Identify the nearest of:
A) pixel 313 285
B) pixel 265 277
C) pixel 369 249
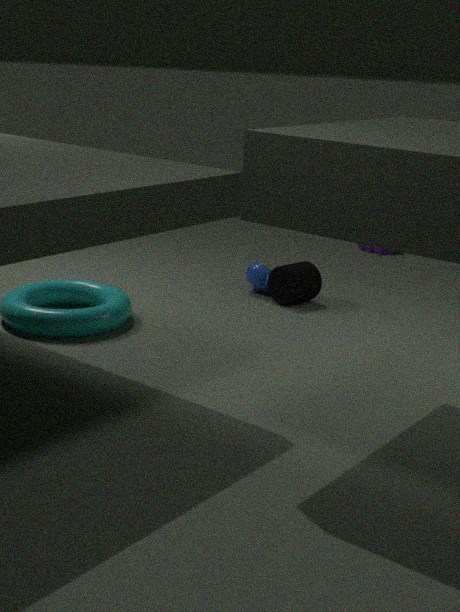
pixel 313 285
